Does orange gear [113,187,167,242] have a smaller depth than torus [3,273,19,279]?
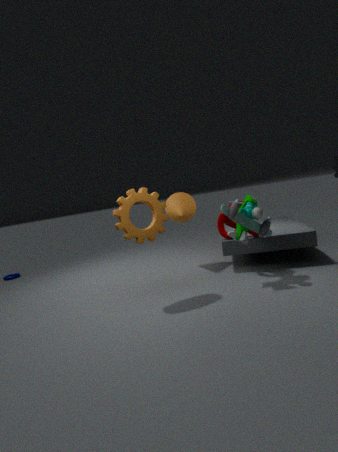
Yes
